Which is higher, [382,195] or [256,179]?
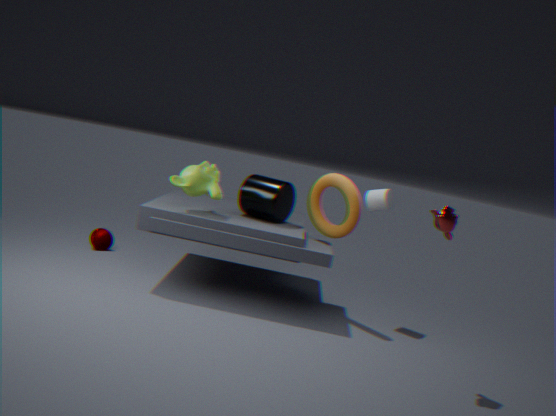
[382,195]
